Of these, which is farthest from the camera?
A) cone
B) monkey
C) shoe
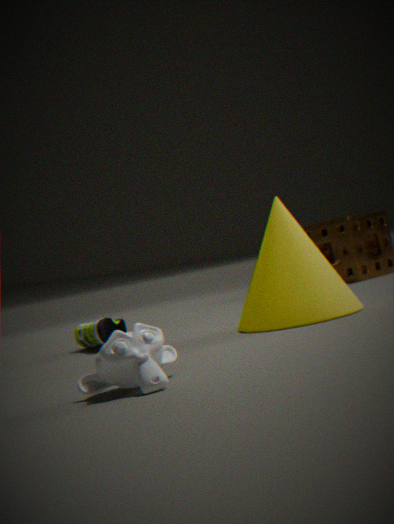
shoe
